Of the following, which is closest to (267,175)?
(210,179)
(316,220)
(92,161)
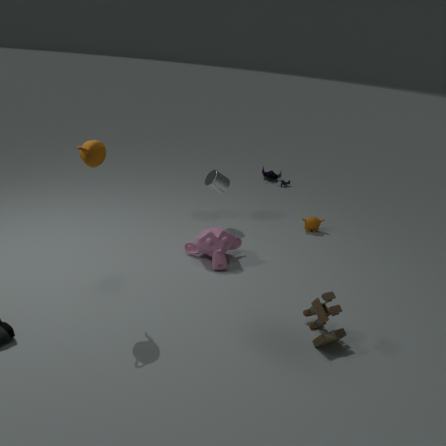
(316,220)
